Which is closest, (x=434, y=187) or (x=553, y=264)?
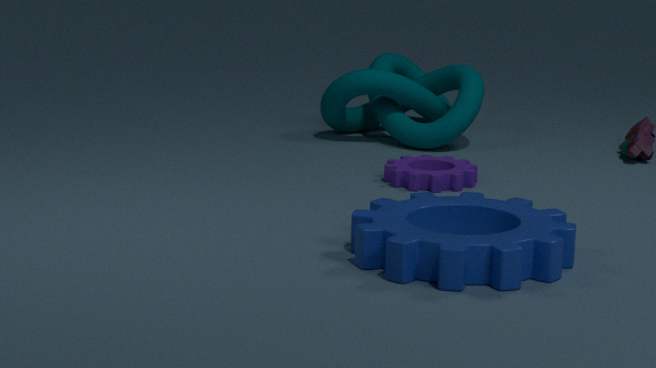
(x=553, y=264)
